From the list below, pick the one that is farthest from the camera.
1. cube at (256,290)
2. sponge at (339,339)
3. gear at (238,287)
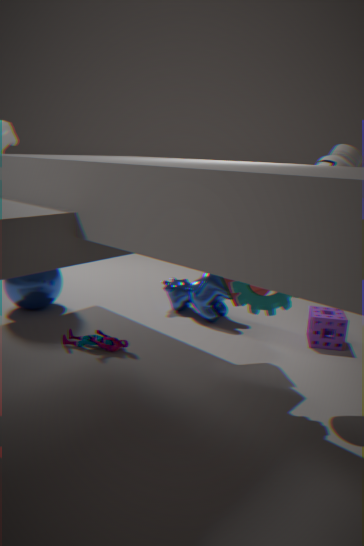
sponge at (339,339)
